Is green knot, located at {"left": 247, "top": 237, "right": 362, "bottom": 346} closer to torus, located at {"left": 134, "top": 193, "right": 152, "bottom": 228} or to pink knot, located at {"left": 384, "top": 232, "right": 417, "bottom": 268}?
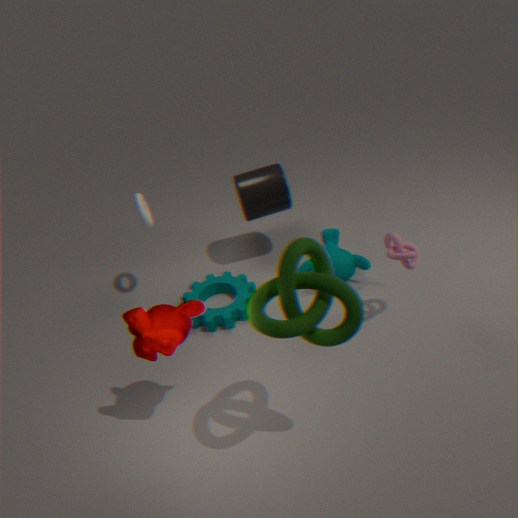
pink knot, located at {"left": 384, "top": 232, "right": 417, "bottom": 268}
